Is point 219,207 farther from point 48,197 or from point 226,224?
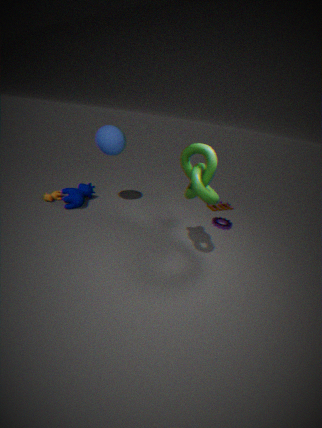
point 48,197
